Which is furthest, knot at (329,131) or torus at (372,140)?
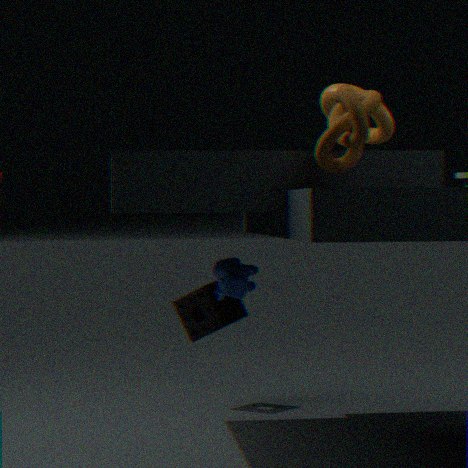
torus at (372,140)
